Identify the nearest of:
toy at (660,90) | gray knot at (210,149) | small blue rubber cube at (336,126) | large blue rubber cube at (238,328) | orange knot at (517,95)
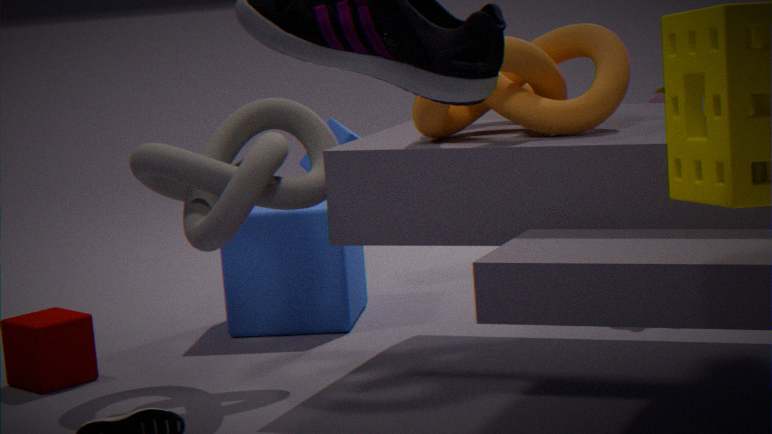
orange knot at (517,95)
